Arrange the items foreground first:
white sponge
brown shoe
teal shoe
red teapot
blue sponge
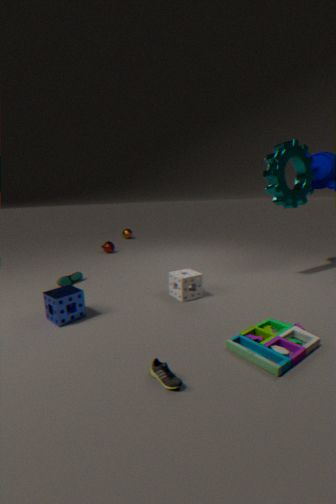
brown shoe, blue sponge, white sponge, teal shoe, red teapot
